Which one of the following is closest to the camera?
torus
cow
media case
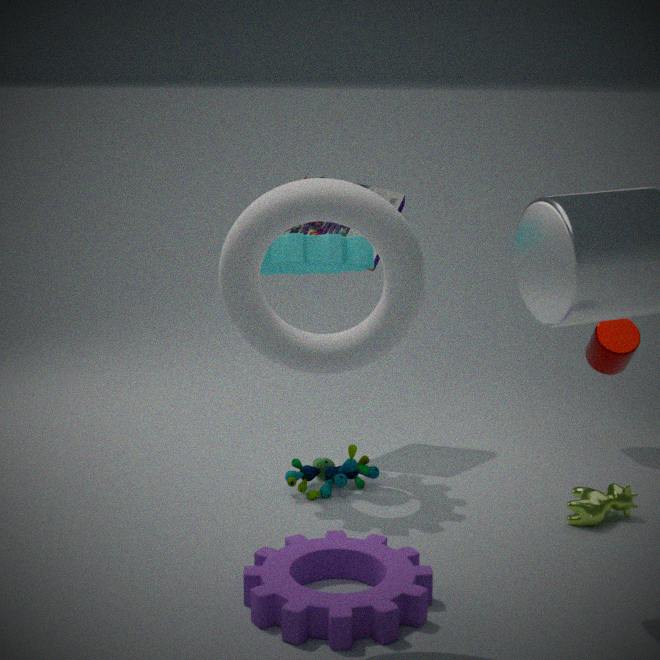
torus
